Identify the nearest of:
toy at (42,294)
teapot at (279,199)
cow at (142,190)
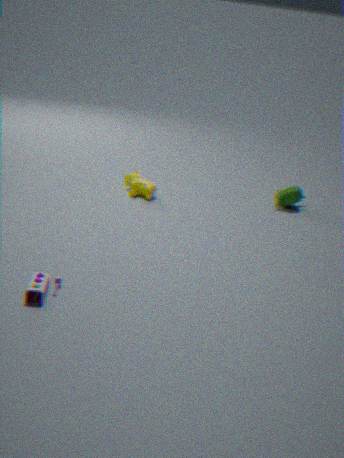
toy at (42,294)
